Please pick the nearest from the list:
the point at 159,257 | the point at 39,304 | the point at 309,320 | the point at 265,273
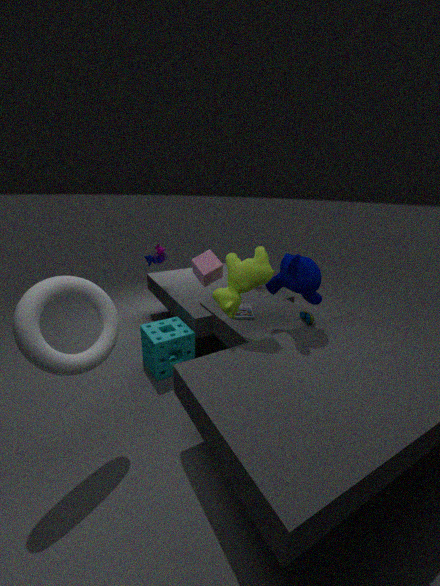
the point at 39,304
